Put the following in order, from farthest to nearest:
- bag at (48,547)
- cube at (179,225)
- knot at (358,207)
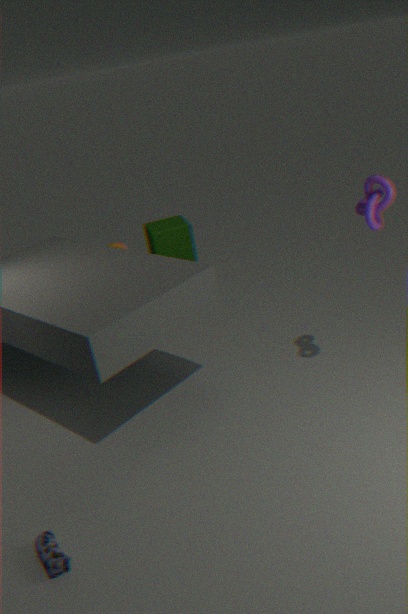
cube at (179,225), knot at (358,207), bag at (48,547)
